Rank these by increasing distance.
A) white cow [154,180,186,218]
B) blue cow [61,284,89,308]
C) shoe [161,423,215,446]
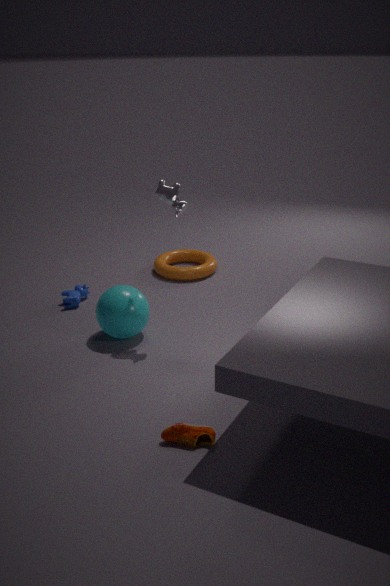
shoe [161,423,215,446], white cow [154,180,186,218], blue cow [61,284,89,308]
